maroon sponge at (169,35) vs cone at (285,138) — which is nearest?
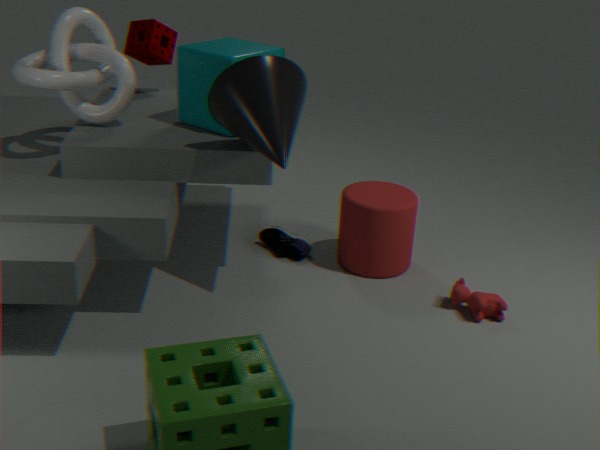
cone at (285,138)
